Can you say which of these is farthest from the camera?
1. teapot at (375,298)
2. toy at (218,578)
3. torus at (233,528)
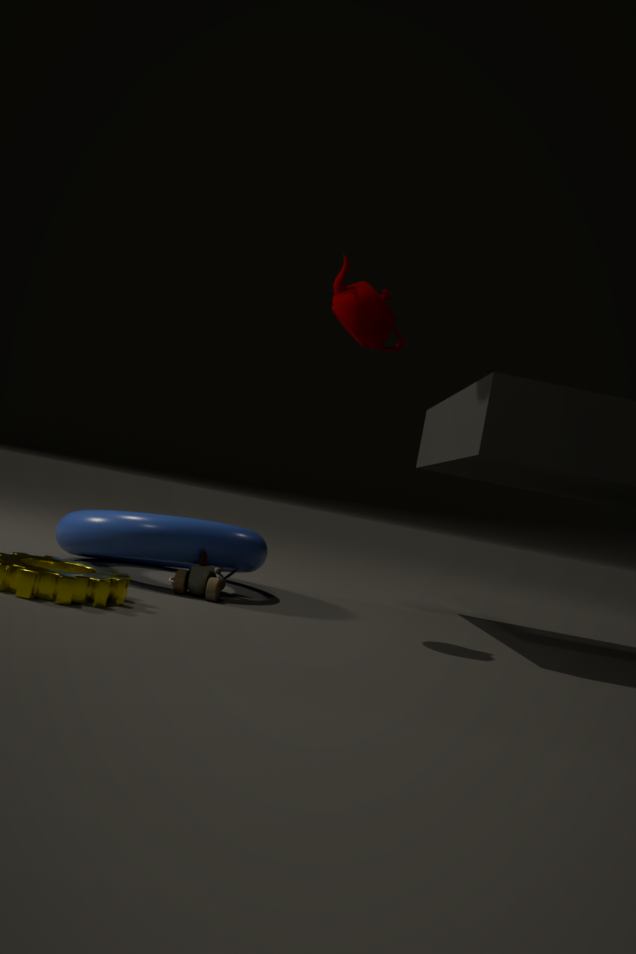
teapot at (375,298)
